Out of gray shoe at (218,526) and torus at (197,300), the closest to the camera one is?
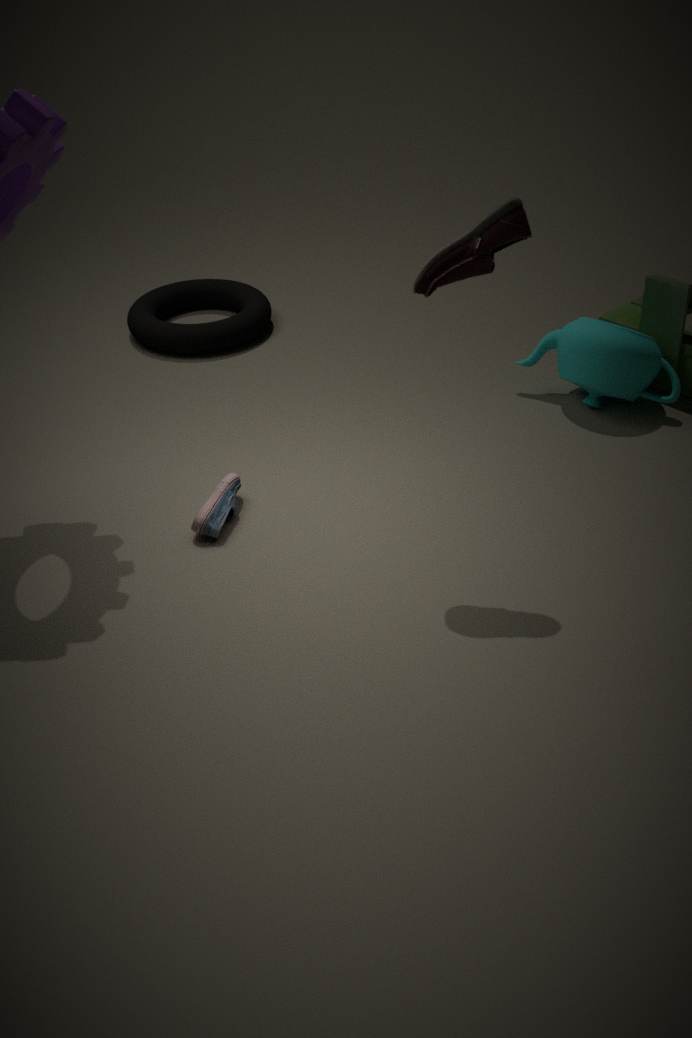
gray shoe at (218,526)
